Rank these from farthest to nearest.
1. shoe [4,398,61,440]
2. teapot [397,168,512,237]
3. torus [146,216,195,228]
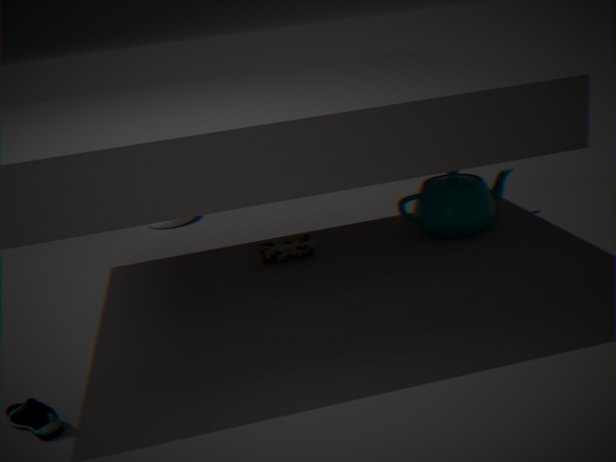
torus [146,216,195,228]
teapot [397,168,512,237]
shoe [4,398,61,440]
